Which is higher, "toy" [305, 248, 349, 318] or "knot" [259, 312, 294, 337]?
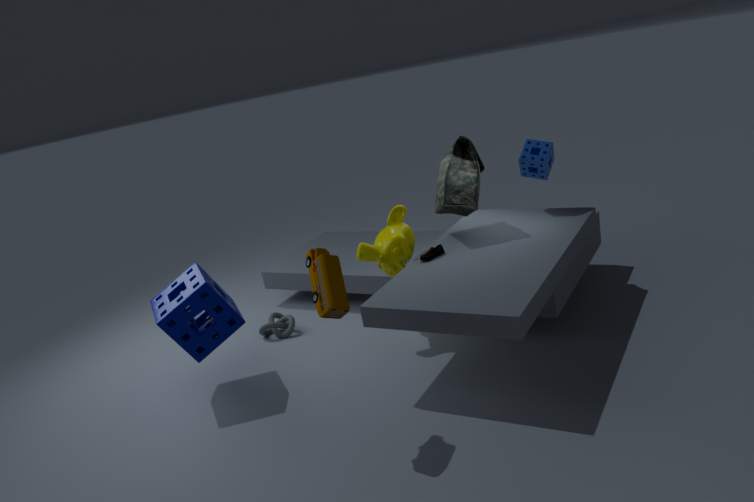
"toy" [305, 248, 349, 318]
